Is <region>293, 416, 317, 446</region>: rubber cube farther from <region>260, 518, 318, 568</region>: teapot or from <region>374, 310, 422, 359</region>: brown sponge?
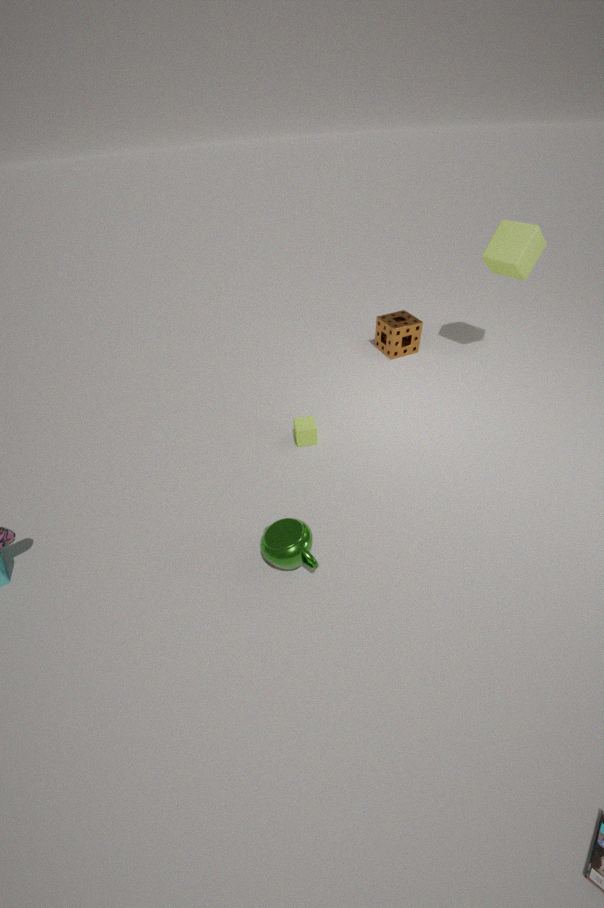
<region>374, 310, 422, 359</region>: brown sponge
